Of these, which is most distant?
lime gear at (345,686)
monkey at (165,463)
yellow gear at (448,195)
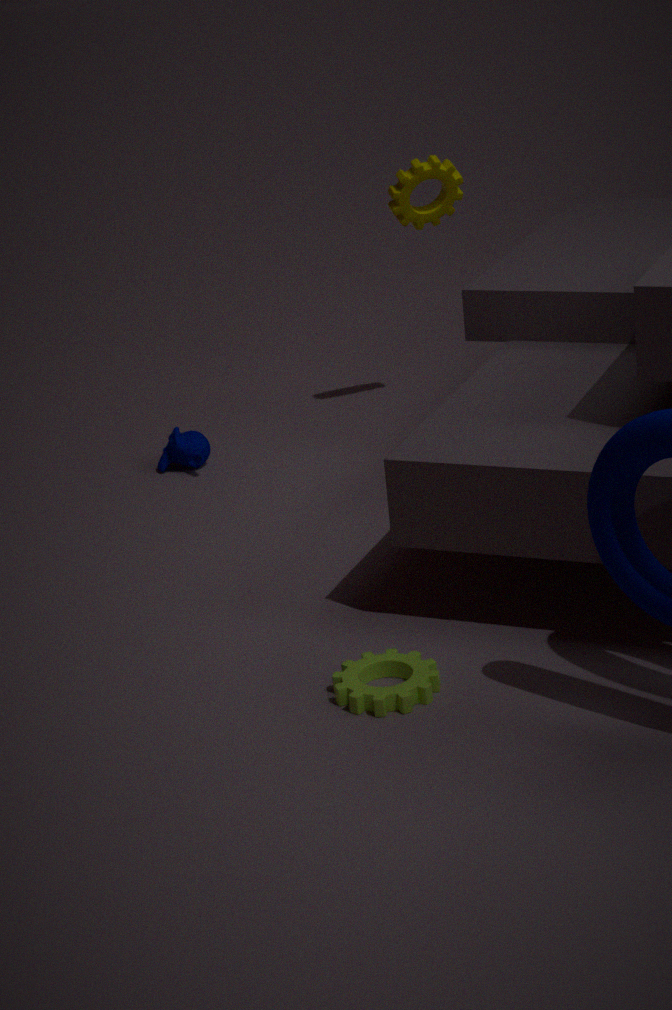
monkey at (165,463)
